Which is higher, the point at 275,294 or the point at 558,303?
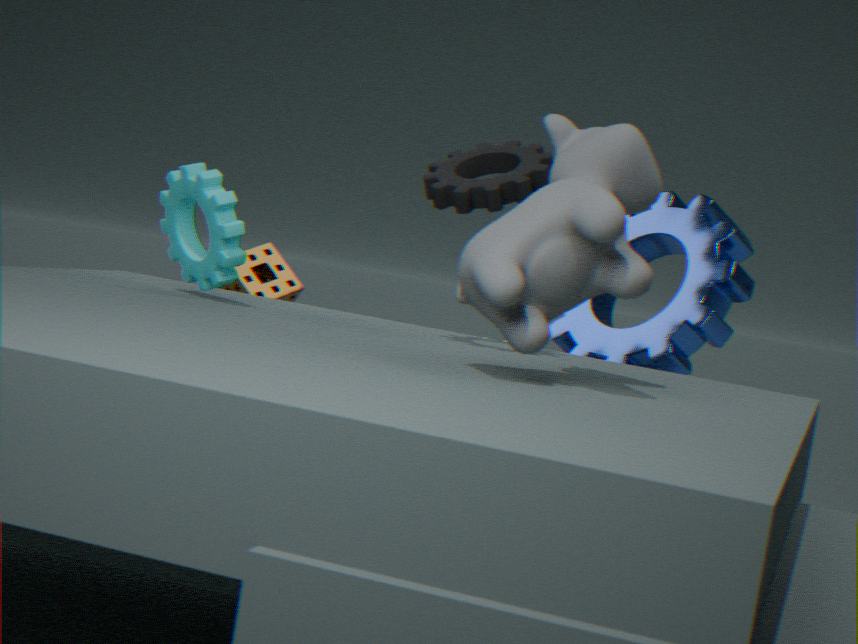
the point at 558,303
